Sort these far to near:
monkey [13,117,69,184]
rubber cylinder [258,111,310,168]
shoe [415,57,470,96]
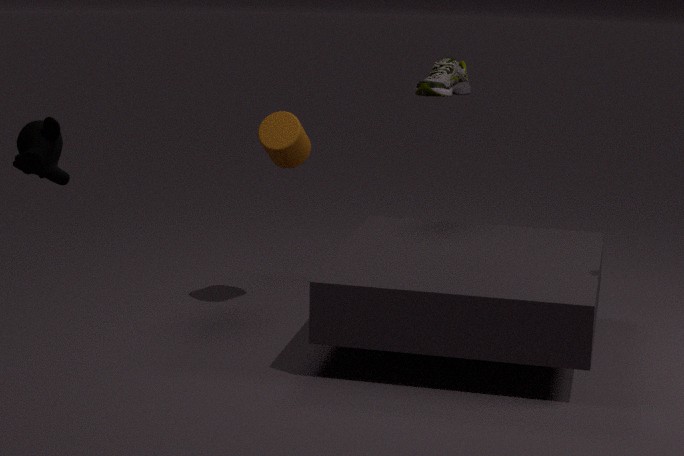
shoe [415,57,470,96] < rubber cylinder [258,111,310,168] < monkey [13,117,69,184]
